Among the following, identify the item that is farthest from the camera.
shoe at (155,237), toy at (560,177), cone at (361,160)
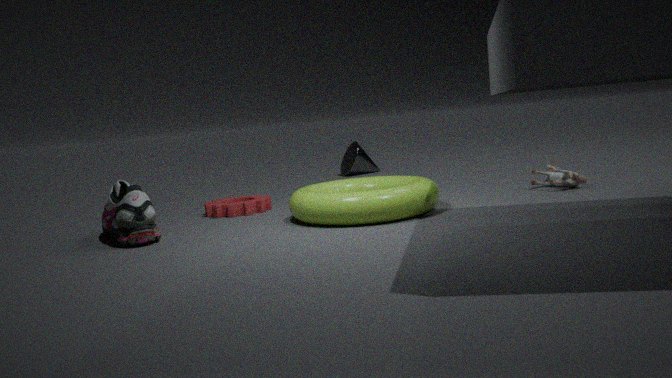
cone at (361,160)
